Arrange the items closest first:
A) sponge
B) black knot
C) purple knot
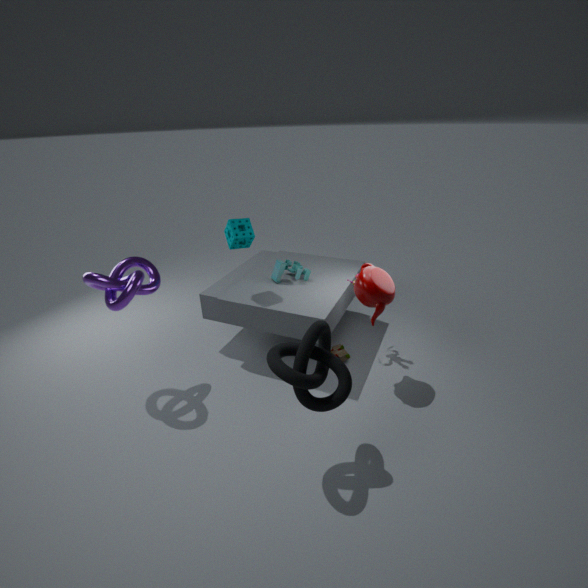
black knot < purple knot < sponge
